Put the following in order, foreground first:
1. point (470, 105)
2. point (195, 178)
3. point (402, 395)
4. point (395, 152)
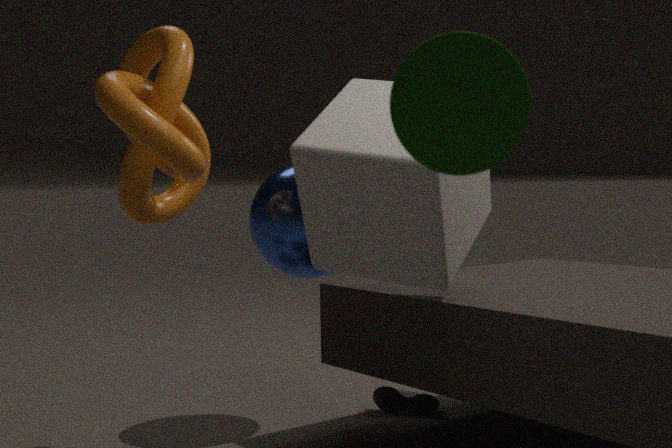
1. point (470, 105)
2. point (395, 152)
3. point (195, 178)
4. point (402, 395)
